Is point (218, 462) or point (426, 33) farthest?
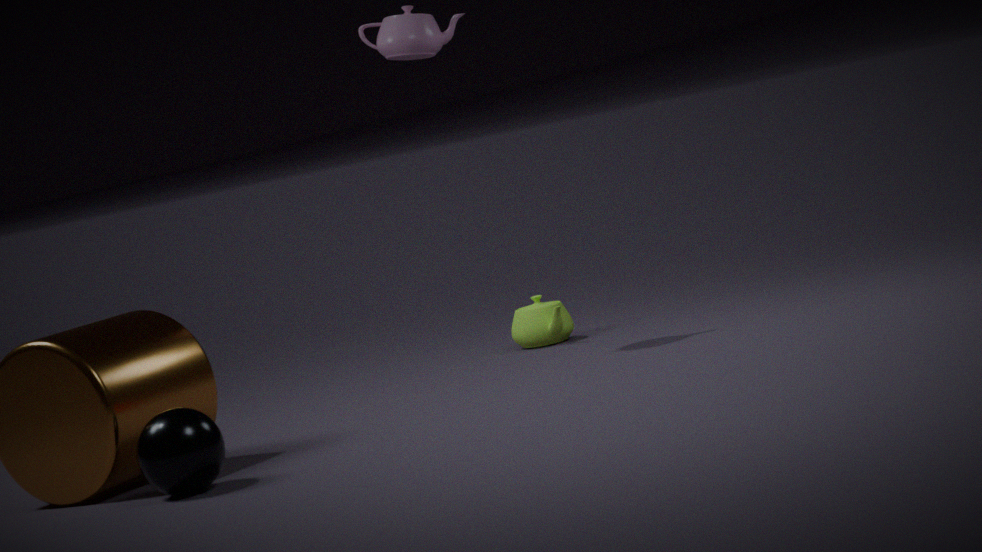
point (426, 33)
